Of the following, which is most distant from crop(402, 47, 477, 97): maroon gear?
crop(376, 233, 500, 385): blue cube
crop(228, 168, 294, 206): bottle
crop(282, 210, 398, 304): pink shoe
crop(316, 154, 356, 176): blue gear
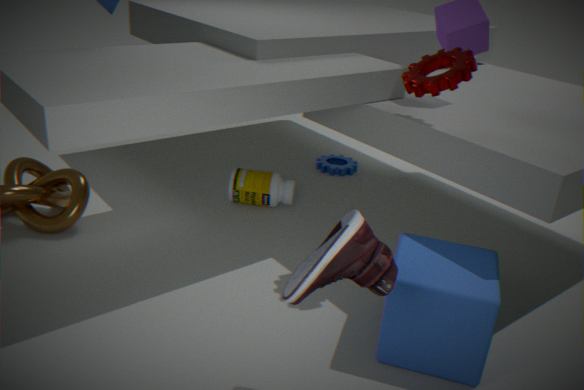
crop(316, 154, 356, 176): blue gear
